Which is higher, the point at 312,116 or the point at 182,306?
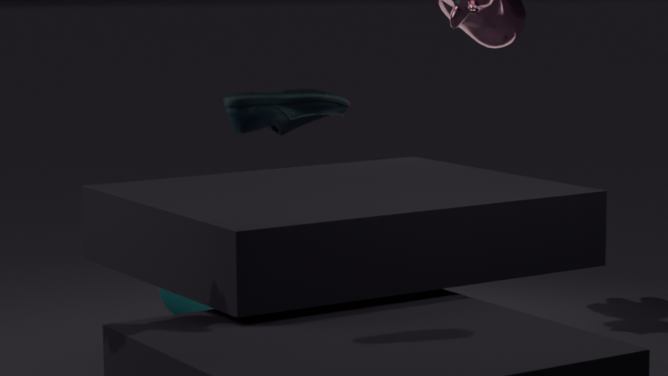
the point at 312,116
